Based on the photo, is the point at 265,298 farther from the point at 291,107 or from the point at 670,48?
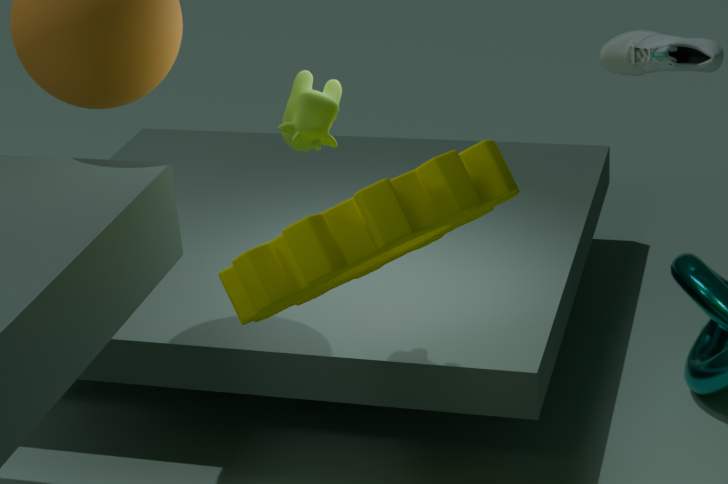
the point at 670,48
